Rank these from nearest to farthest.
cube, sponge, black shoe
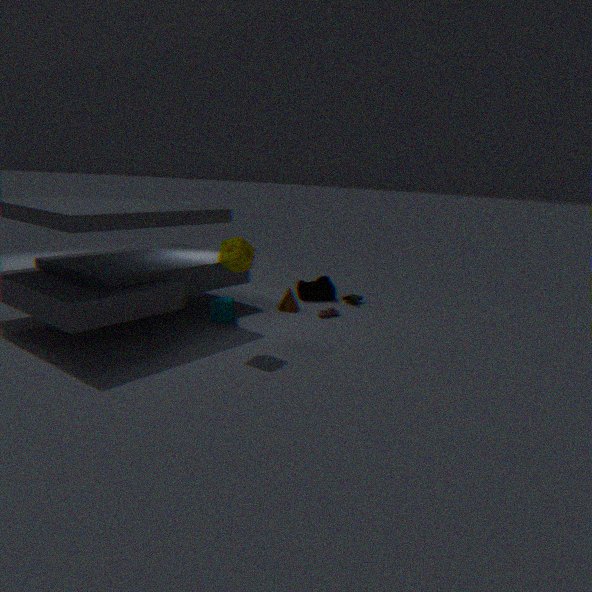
sponge → cube → black shoe
